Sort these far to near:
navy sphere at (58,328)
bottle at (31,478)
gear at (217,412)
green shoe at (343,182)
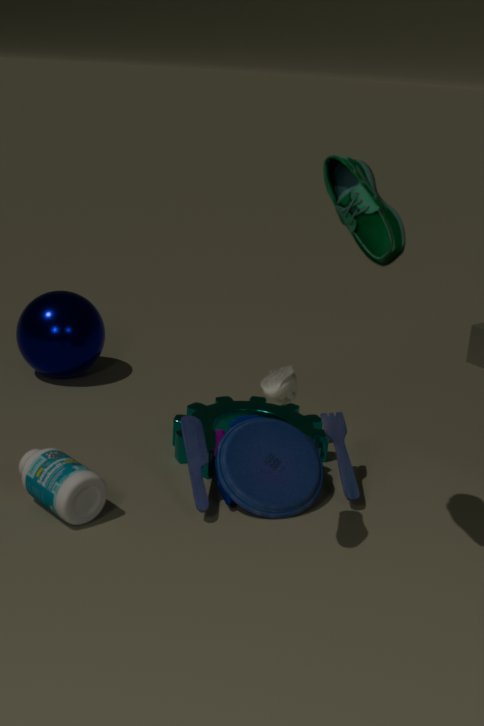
navy sphere at (58,328) → gear at (217,412) → bottle at (31,478) → green shoe at (343,182)
